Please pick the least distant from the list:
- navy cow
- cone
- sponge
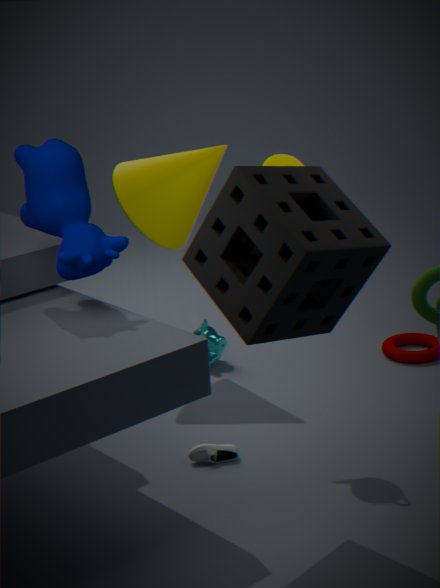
sponge
